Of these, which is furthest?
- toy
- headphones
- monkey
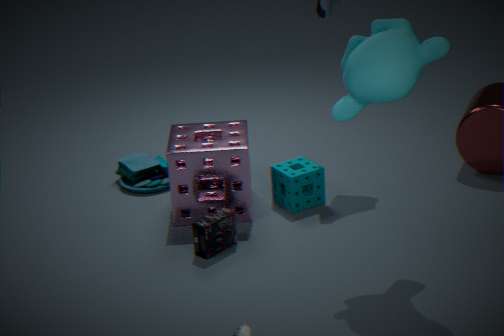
toy
